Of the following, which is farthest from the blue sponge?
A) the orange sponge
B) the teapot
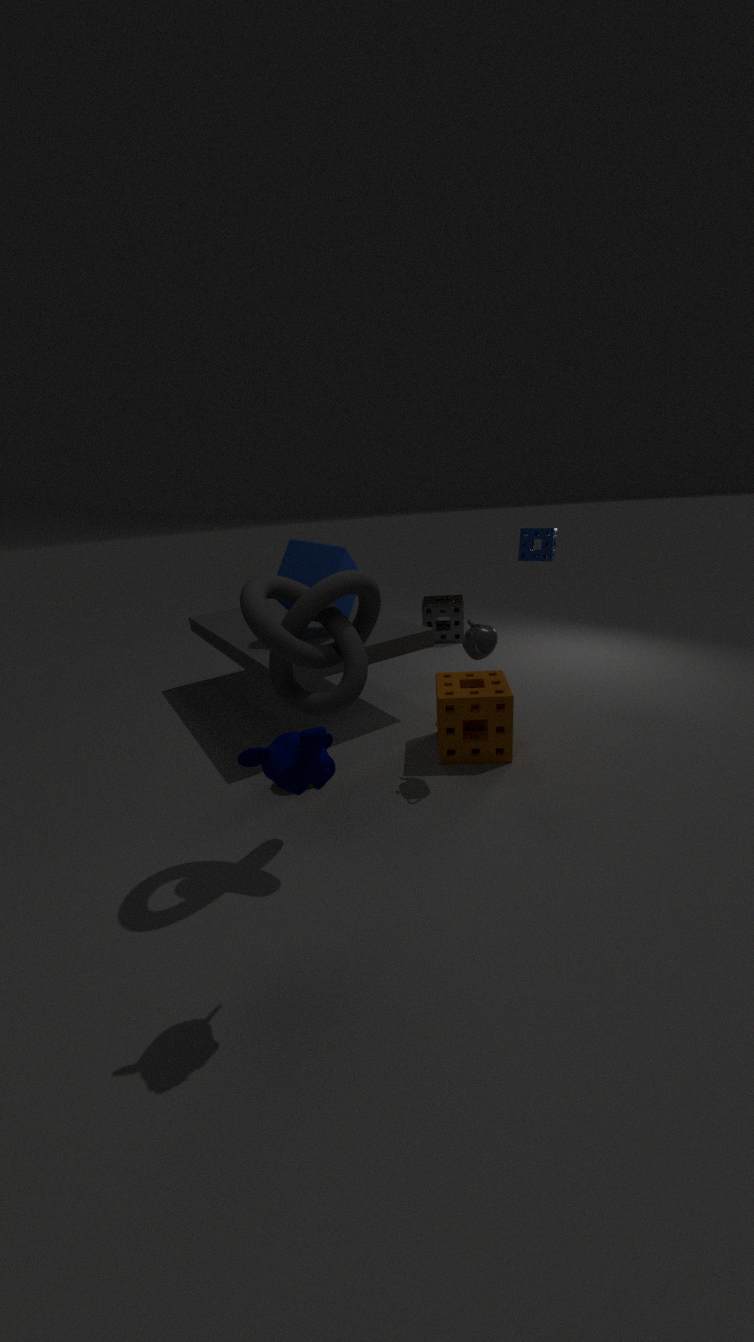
the teapot
